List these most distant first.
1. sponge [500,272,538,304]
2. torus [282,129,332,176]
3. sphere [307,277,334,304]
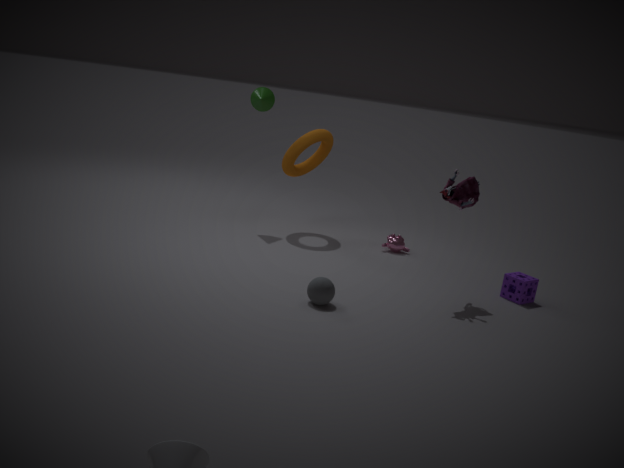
torus [282,129,332,176] < sponge [500,272,538,304] < sphere [307,277,334,304]
